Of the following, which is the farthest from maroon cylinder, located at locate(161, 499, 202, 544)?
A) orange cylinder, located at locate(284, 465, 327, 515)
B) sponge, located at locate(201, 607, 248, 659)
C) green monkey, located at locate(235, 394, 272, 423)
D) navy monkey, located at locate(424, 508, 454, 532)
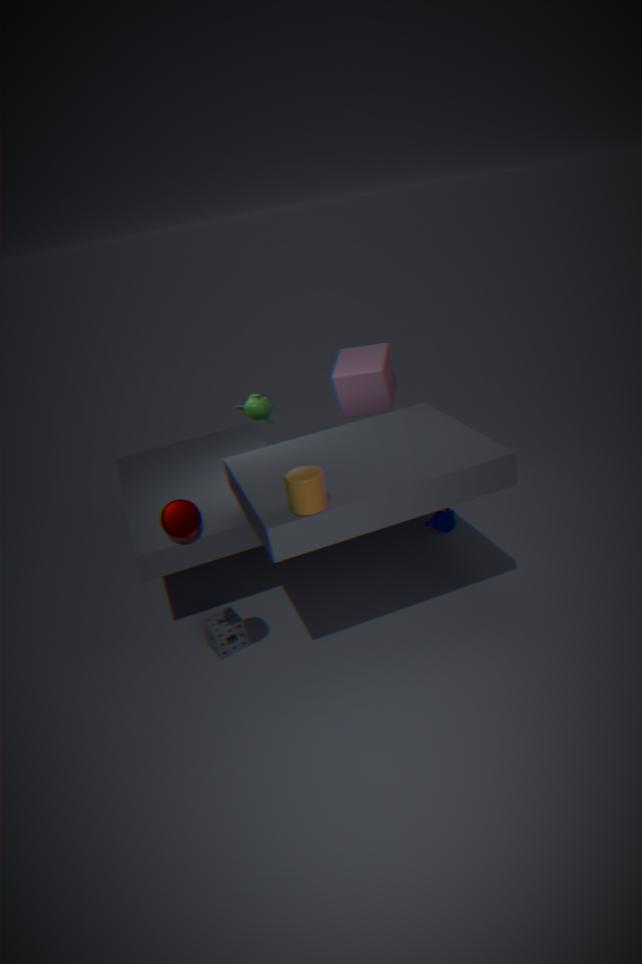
navy monkey, located at locate(424, 508, 454, 532)
